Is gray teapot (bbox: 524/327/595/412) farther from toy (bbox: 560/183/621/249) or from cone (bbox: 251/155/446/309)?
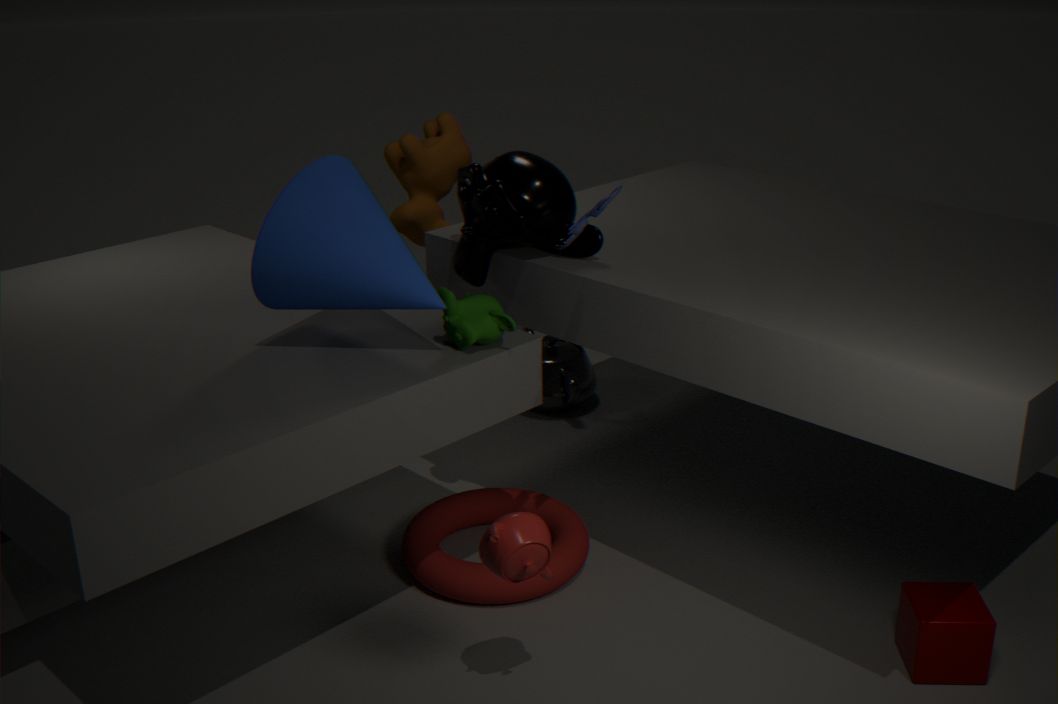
toy (bbox: 560/183/621/249)
